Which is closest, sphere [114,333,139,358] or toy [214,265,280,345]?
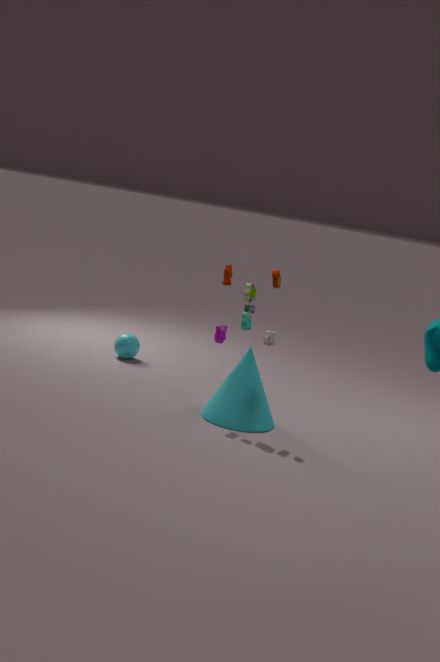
toy [214,265,280,345]
